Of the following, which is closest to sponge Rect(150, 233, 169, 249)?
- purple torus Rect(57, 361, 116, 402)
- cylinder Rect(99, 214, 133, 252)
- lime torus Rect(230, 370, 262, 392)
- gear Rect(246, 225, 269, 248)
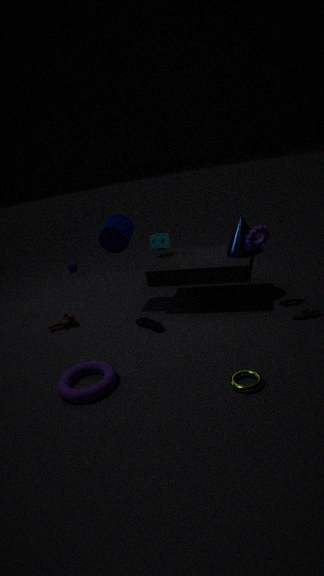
cylinder Rect(99, 214, 133, 252)
